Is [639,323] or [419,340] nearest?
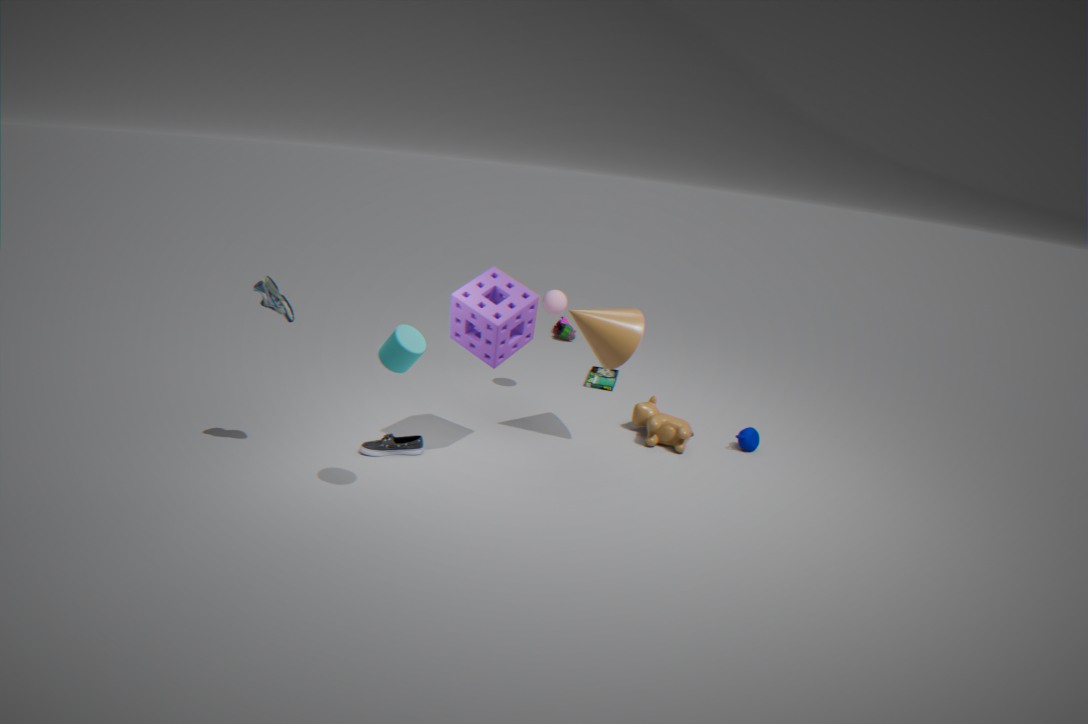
[419,340]
